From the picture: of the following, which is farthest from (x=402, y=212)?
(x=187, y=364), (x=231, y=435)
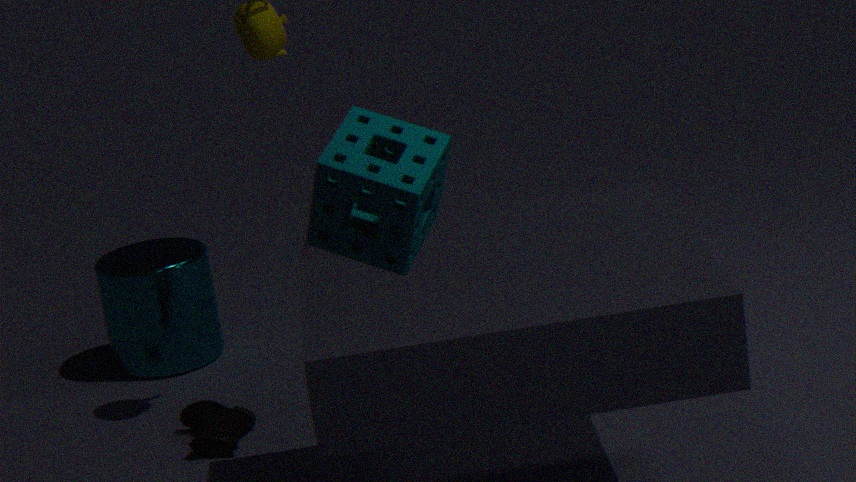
(x=187, y=364)
